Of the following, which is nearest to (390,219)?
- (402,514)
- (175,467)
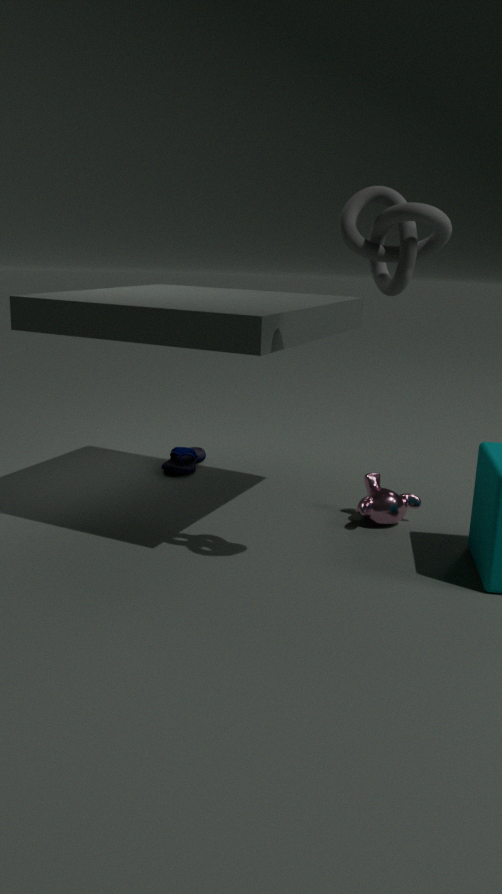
(402,514)
